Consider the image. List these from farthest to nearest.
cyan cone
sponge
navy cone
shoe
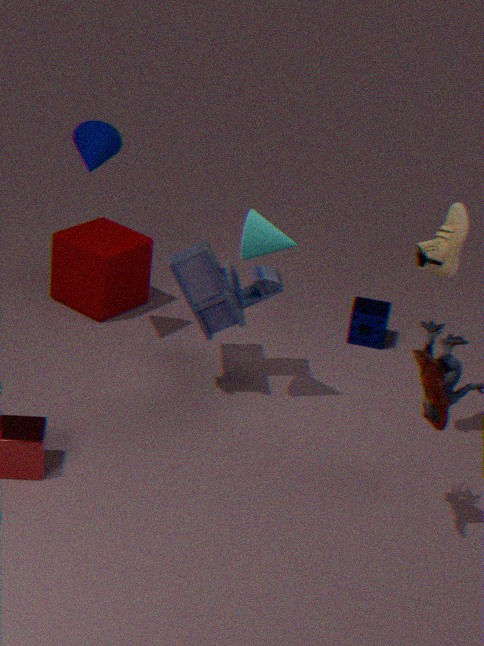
sponge
navy cone
cyan cone
shoe
